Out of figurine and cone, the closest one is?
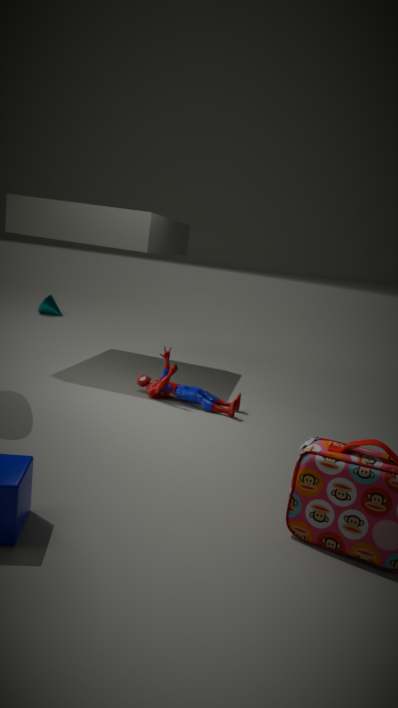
figurine
